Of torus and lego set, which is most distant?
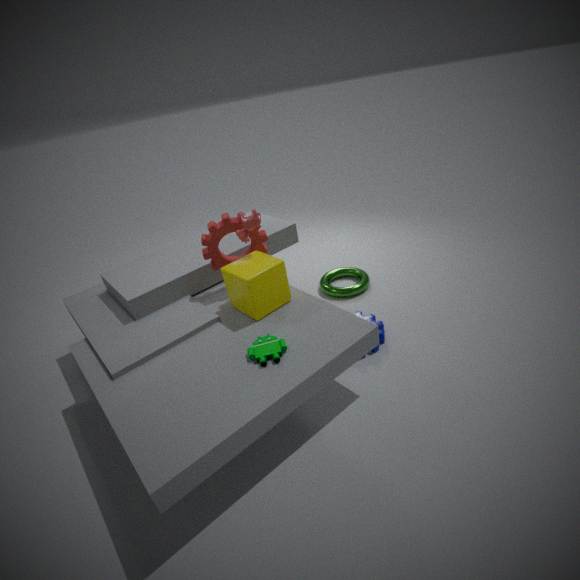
torus
